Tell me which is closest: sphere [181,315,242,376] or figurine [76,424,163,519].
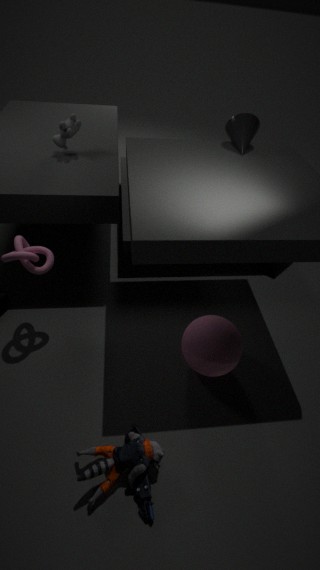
figurine [76,424,163,519]
